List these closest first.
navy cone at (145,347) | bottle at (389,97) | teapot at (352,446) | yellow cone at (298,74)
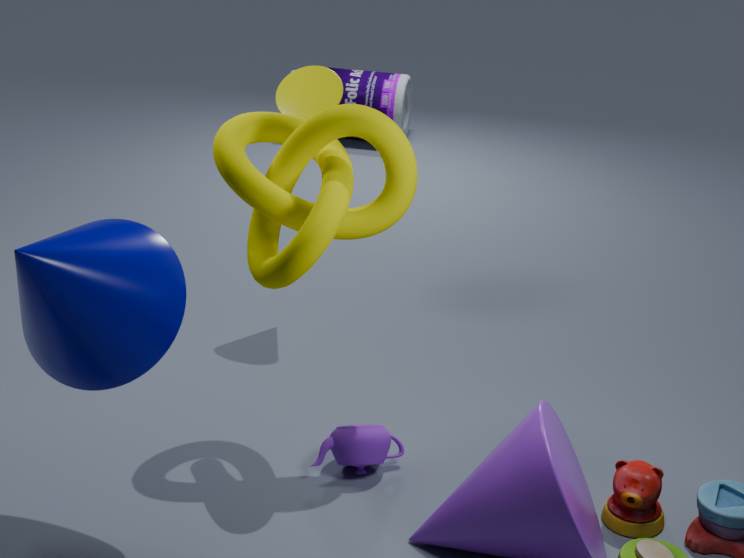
navy cone at (145,347) → teapot at (352,446) → yellow cone at (298,74) → bottle at (389,97)
